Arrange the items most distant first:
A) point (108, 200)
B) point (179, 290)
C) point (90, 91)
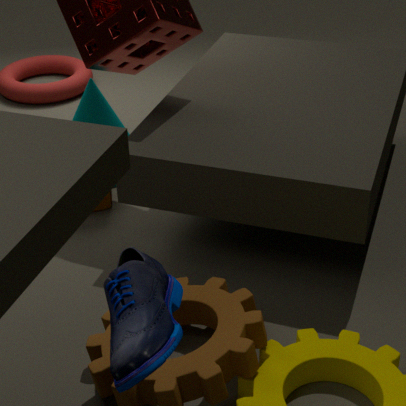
1. point (90, 91)
2. point (108, 200)
3. point (179, 290)
